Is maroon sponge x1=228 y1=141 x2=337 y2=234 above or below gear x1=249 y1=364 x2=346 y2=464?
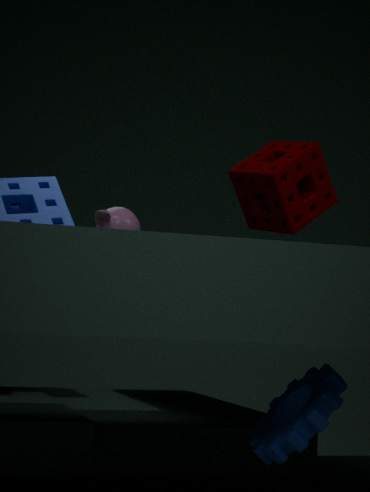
above
